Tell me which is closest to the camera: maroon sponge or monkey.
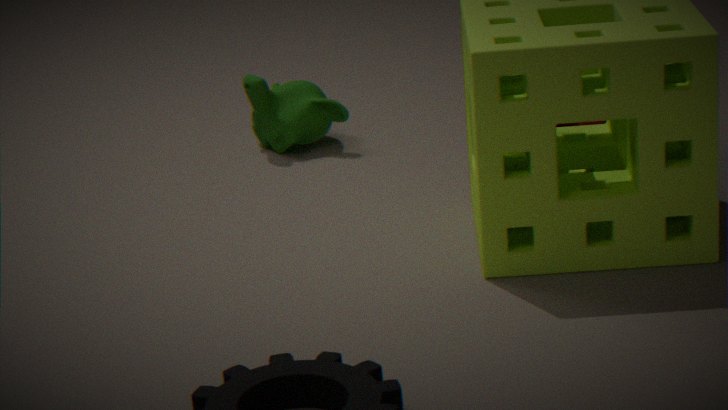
maroon sponge
